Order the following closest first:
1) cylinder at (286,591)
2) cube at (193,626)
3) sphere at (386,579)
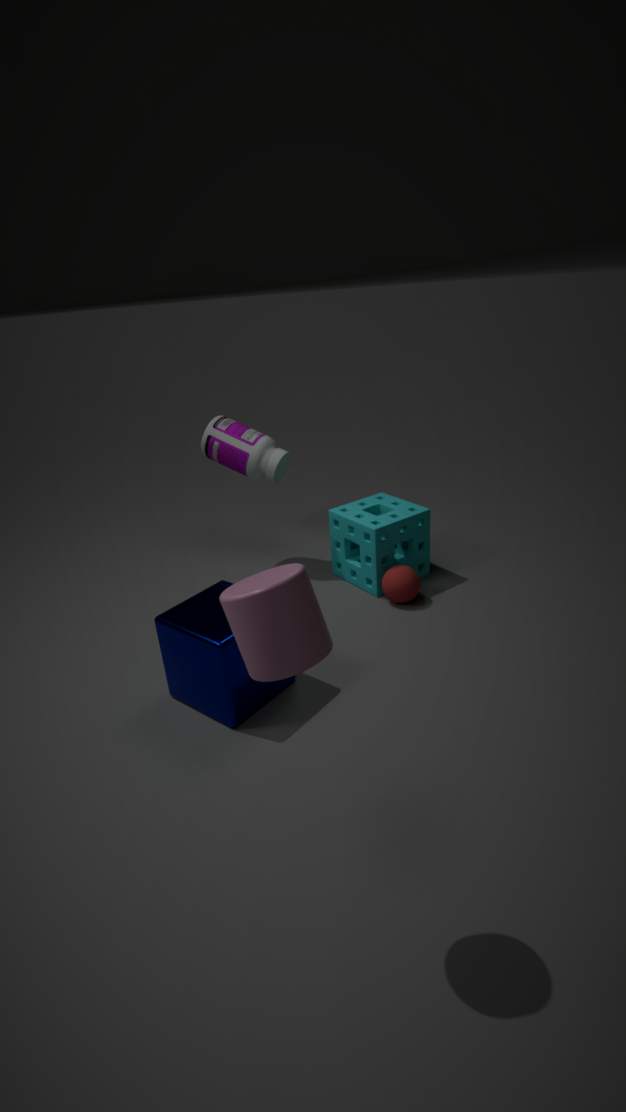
1. 1. cylinder at (286,591)
2. 2. cube at (193,626)
3. 3. sphere at (386,579)
